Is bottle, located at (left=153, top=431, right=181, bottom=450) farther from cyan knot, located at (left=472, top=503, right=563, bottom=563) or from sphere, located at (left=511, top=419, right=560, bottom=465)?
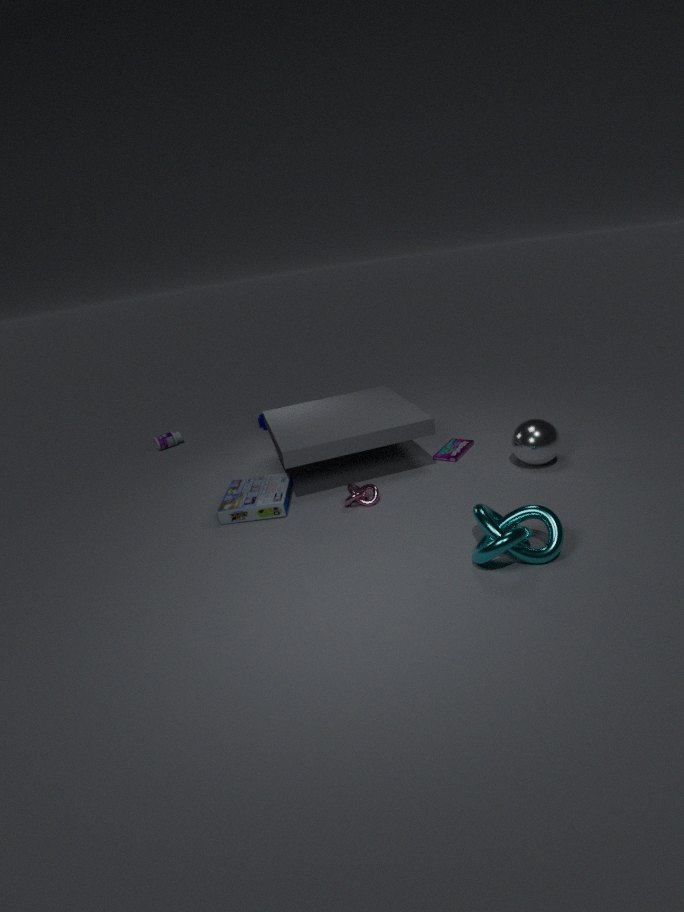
cyan knot, located at (left=472, top=503, right=563, bottom=563)
